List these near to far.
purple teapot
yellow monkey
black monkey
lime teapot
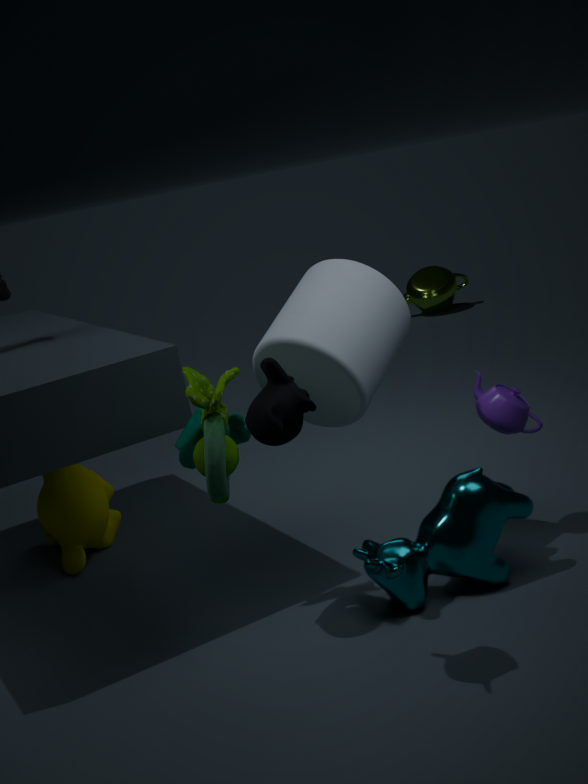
black monkey → purple teapot → yellow monkey → lime teapot
